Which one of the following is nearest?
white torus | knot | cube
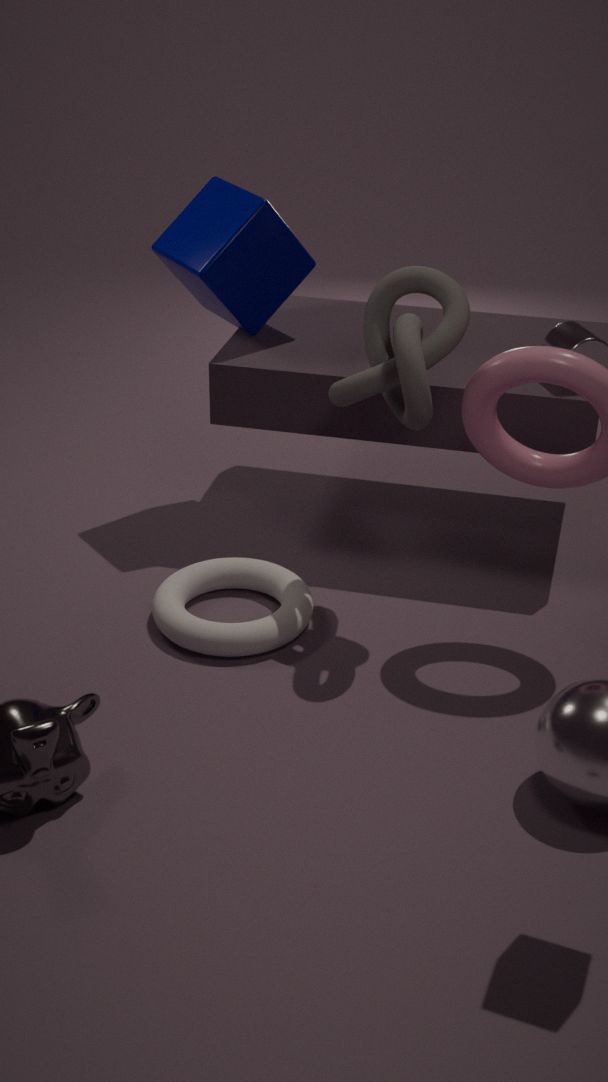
knot
